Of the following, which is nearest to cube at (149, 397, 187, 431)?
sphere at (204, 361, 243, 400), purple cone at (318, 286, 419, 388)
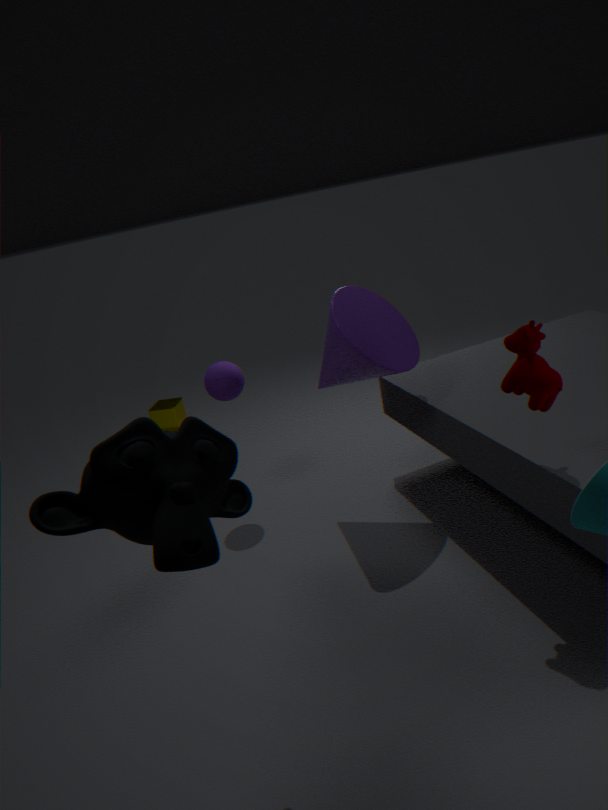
sphere at (204, 361, 243, 400)
